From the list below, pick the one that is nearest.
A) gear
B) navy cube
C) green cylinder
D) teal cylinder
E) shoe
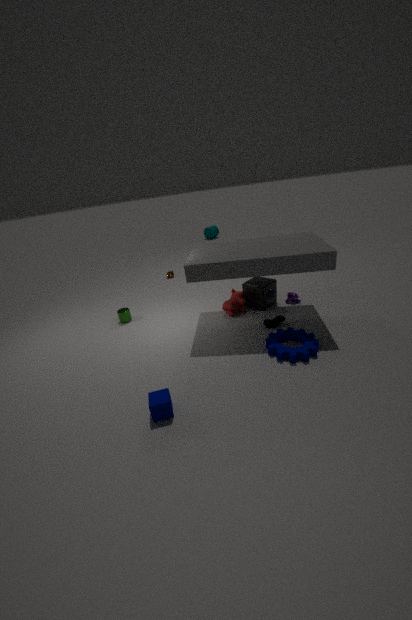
navy cube
